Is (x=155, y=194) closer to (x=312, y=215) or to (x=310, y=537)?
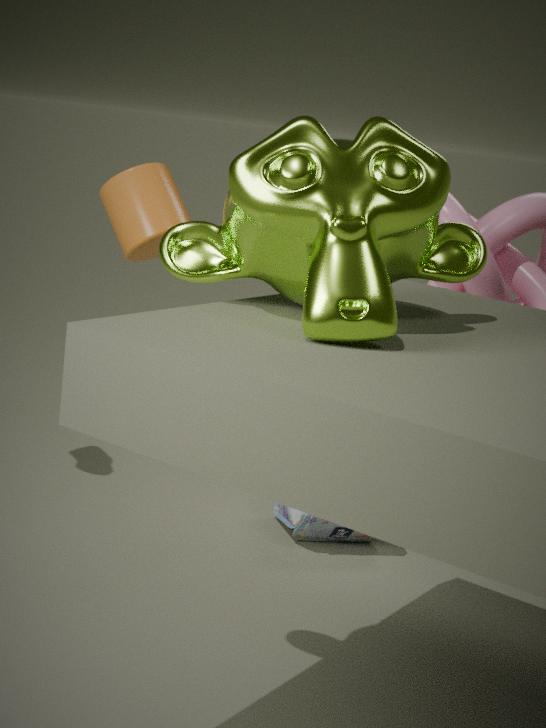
(x=310, y=537)
